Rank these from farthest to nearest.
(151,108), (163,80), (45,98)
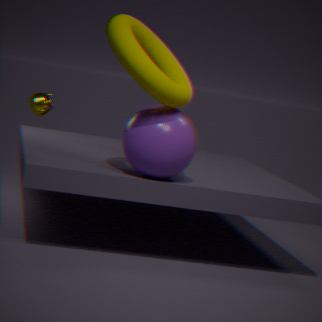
1. (45,98)
2. (151,108)
3. (163,80)
